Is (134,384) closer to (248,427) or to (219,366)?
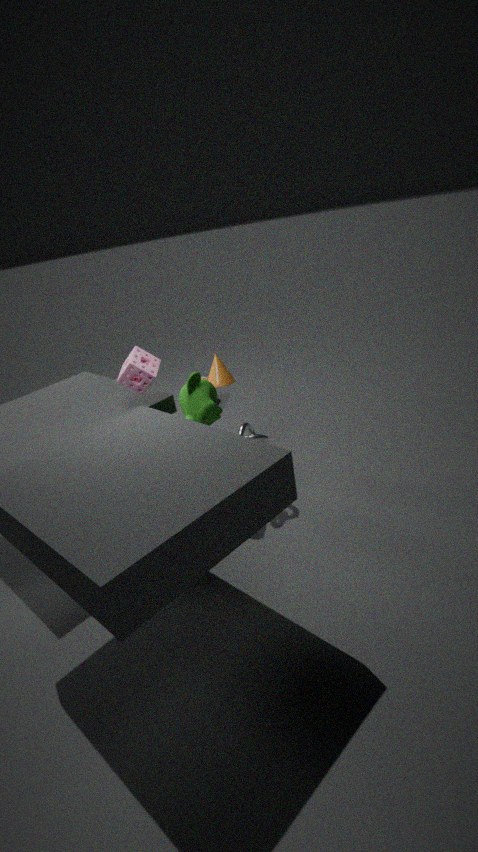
(219,366)
